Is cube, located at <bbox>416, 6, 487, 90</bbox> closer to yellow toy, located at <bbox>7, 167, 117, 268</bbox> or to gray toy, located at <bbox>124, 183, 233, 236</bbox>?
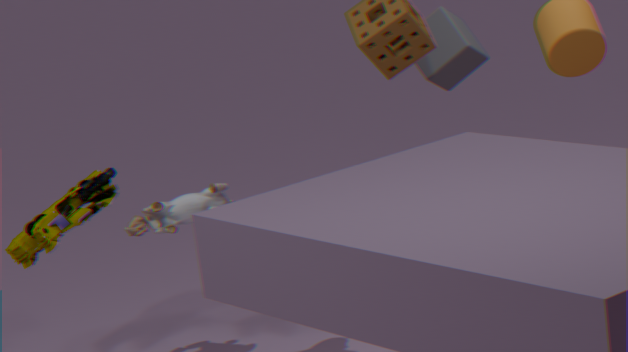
gray toy, located at <bbox>124, 183, 233, 236</bbox>
